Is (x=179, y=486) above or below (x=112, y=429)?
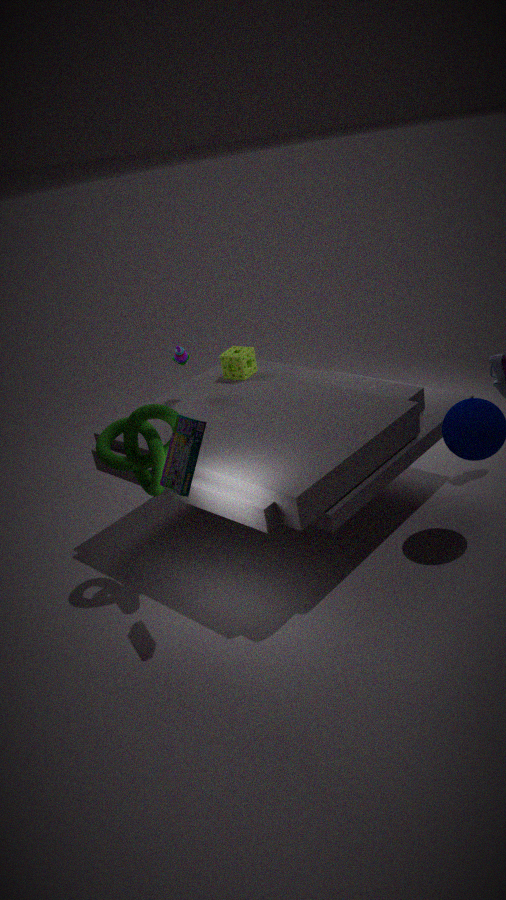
above
